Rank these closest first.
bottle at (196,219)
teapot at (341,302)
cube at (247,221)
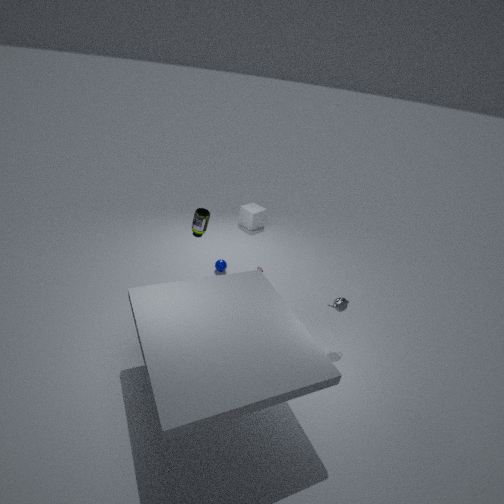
teapot at (341,302) < bottle at (196,219) < cube at (247,221)
